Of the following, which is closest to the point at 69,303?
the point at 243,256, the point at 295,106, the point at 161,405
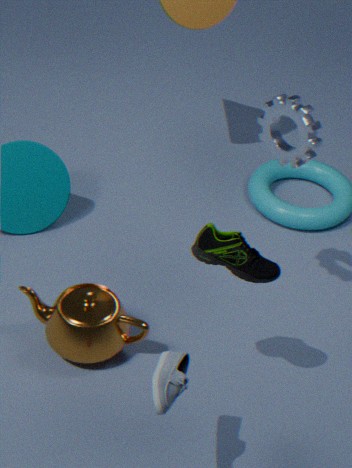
the point at 243,256
